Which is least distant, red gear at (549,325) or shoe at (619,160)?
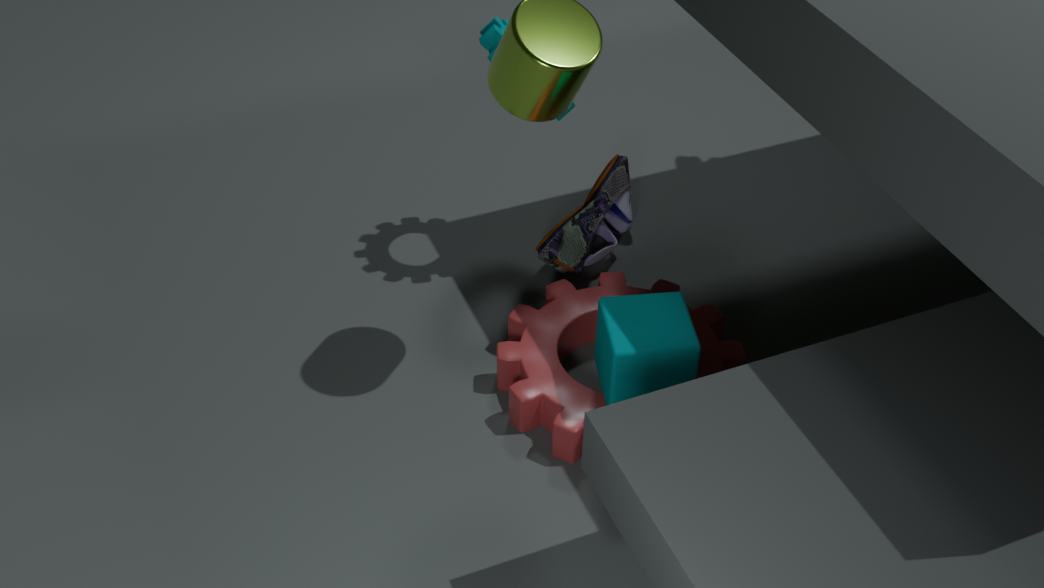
red gear at (549,325)
